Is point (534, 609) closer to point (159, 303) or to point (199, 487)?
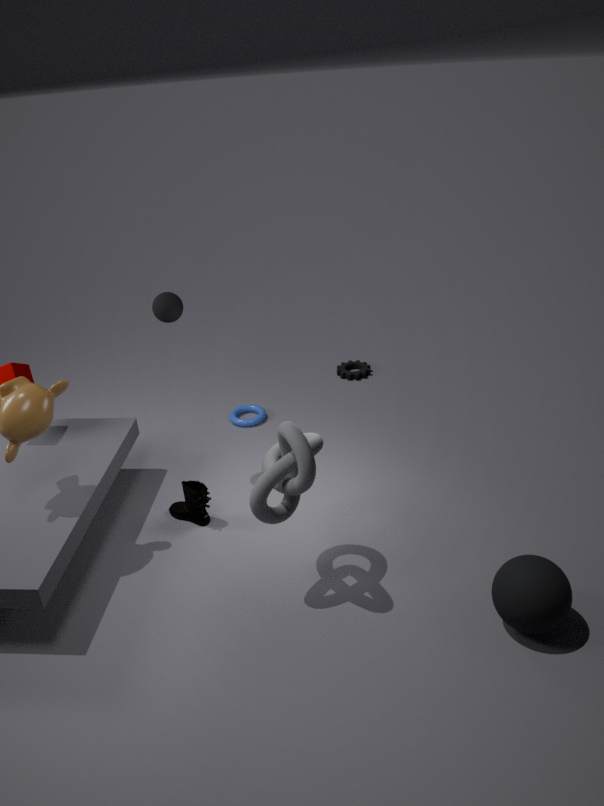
point (199, 487)
